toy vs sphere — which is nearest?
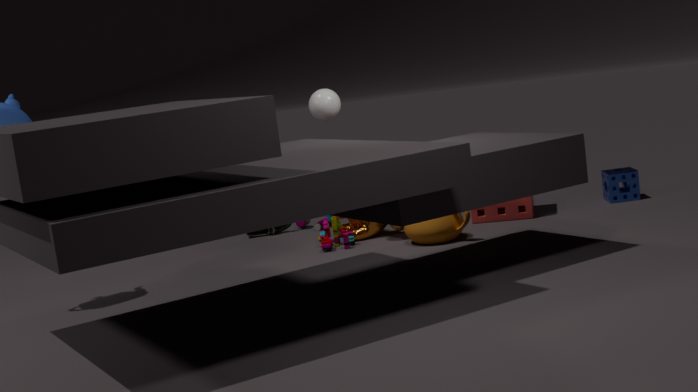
sphere
